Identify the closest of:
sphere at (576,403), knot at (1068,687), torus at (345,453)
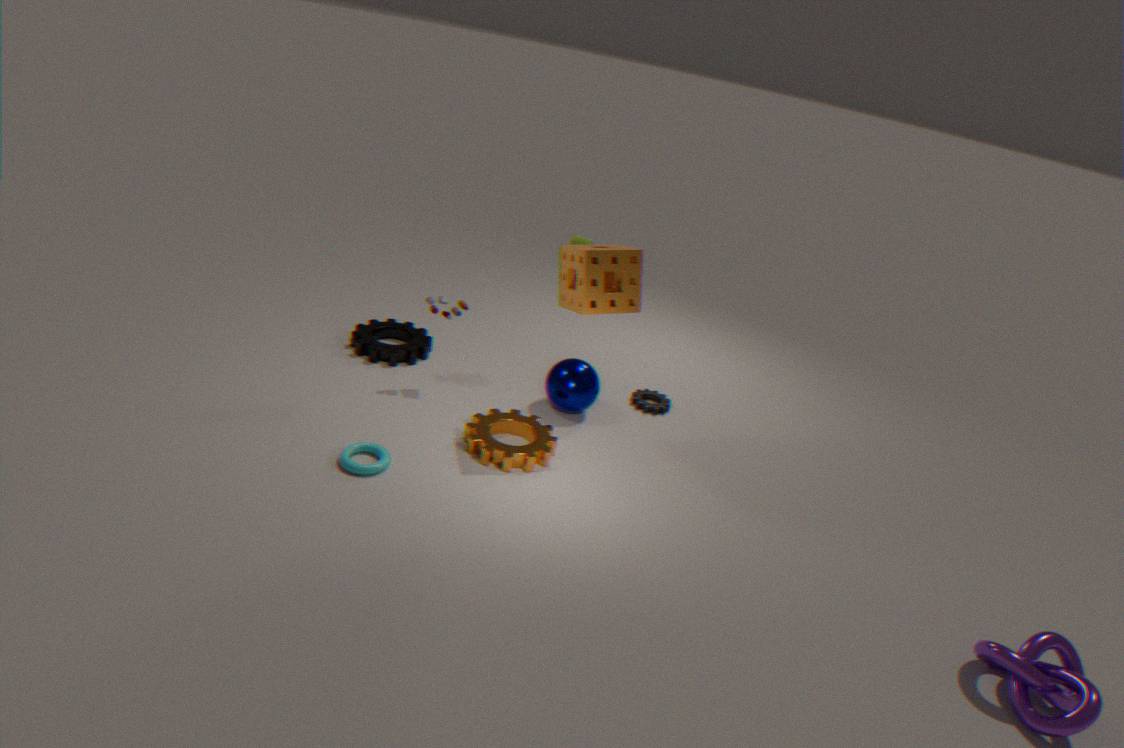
knot at (1068,687)
